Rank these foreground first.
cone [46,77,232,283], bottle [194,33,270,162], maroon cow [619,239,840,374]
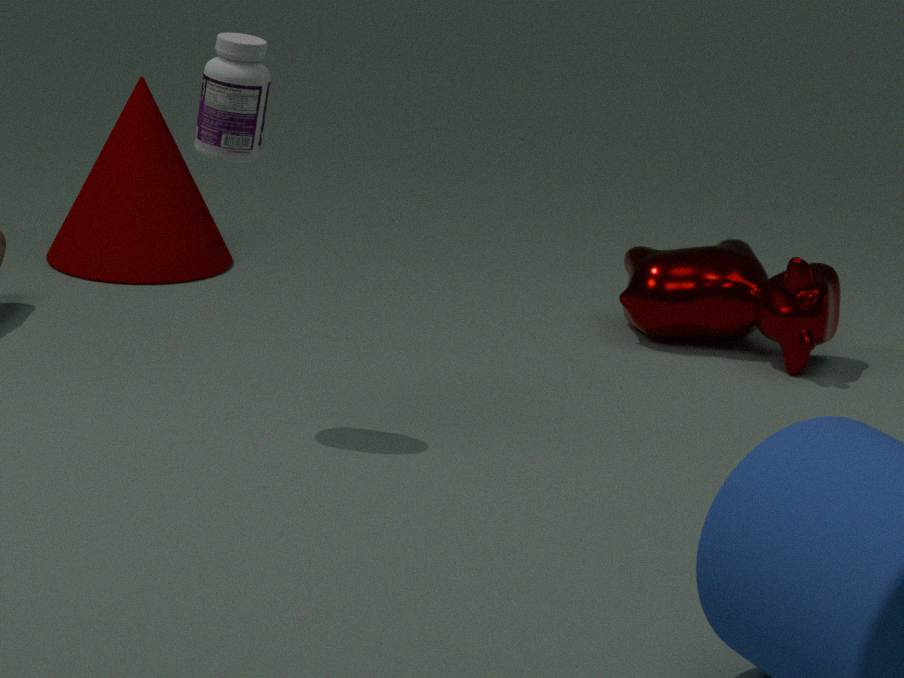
bottle [194,33,270,162], maroon cow [619,239,840,374], cone [46,77,232,283]
